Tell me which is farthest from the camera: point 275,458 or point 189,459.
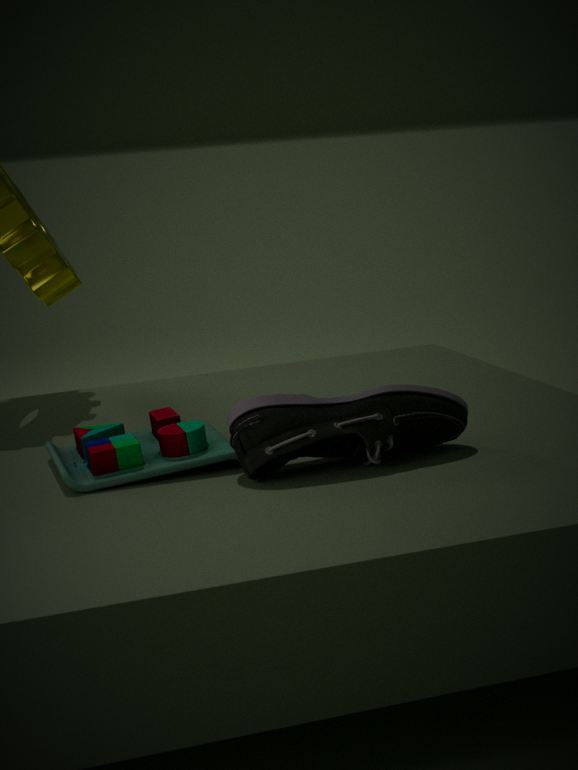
point 189,459
